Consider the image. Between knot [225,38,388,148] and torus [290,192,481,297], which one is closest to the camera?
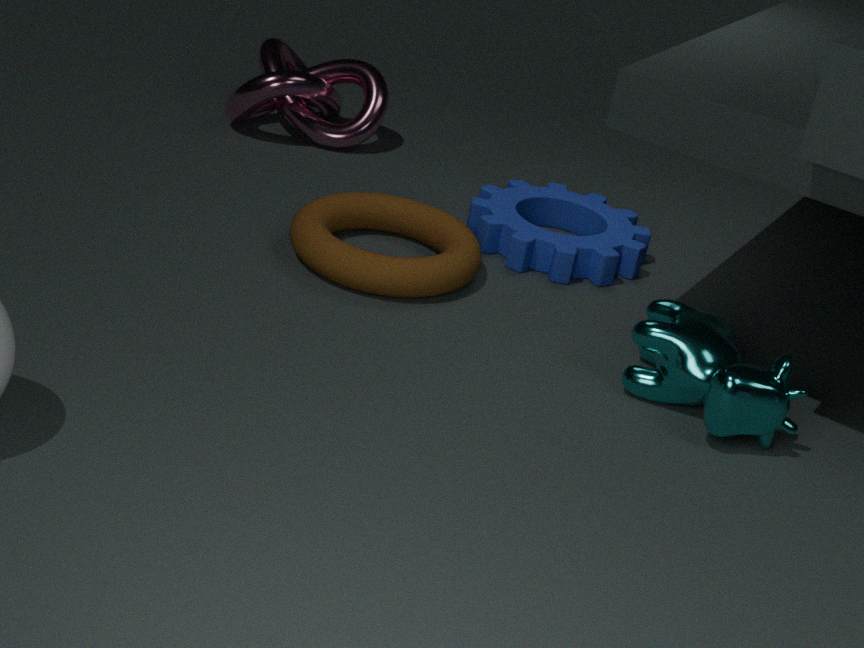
torus [290,192,481,297]
